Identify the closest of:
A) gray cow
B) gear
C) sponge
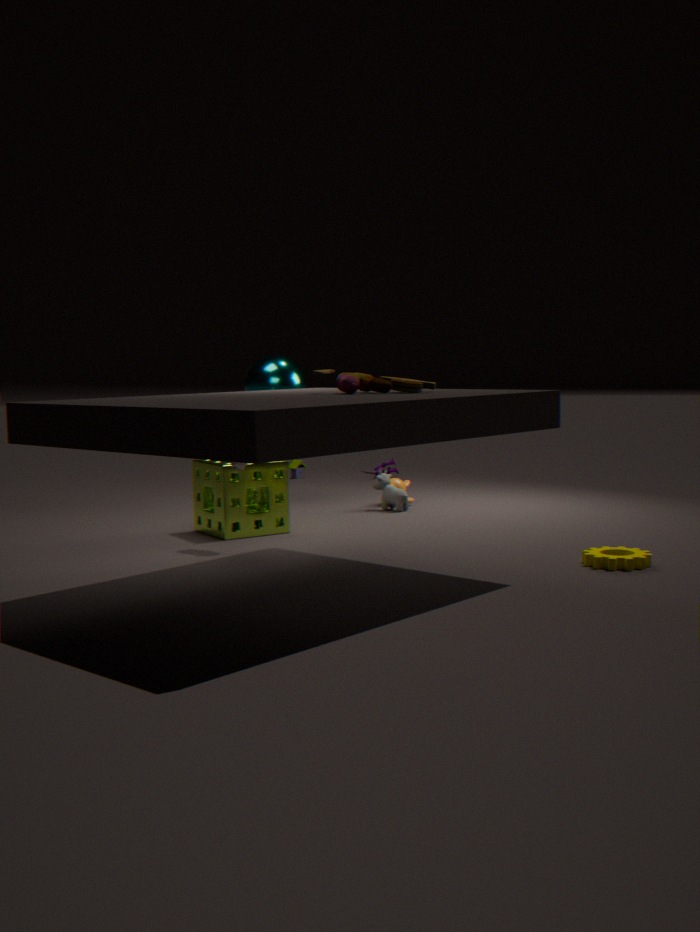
gear
